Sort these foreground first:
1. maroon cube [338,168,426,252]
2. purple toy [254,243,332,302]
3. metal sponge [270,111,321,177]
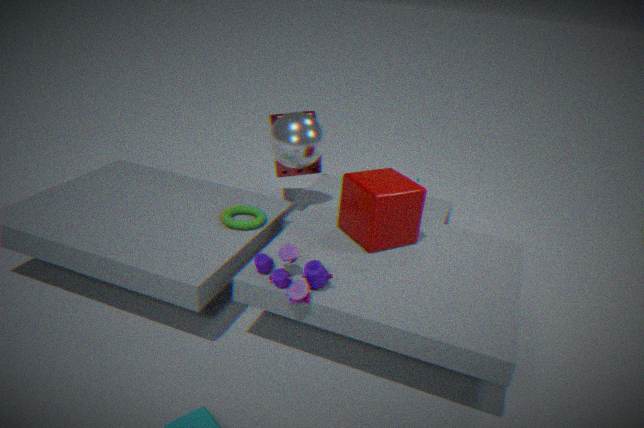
purple toy [254,243,332,302] < maroon cube [338,168,426,252] < metal sponge [270,111,321,177]
